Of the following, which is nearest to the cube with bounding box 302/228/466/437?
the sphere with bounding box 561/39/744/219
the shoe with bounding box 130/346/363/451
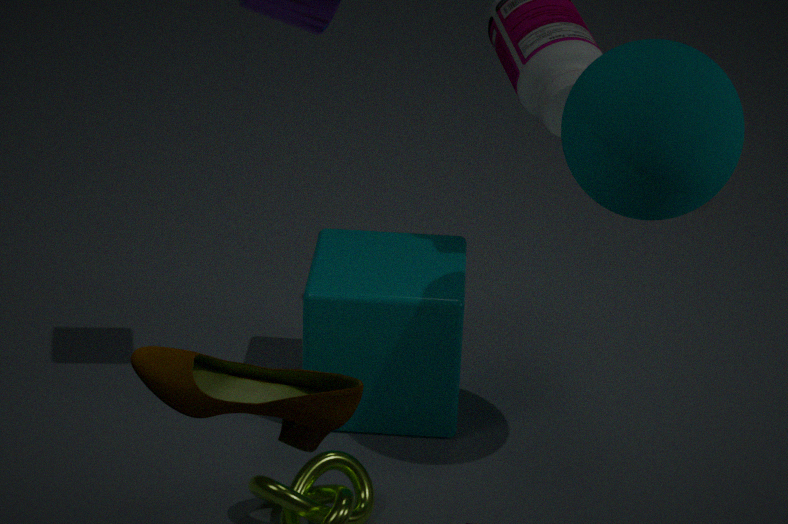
the sphere with bounding box 561/39/744/219
